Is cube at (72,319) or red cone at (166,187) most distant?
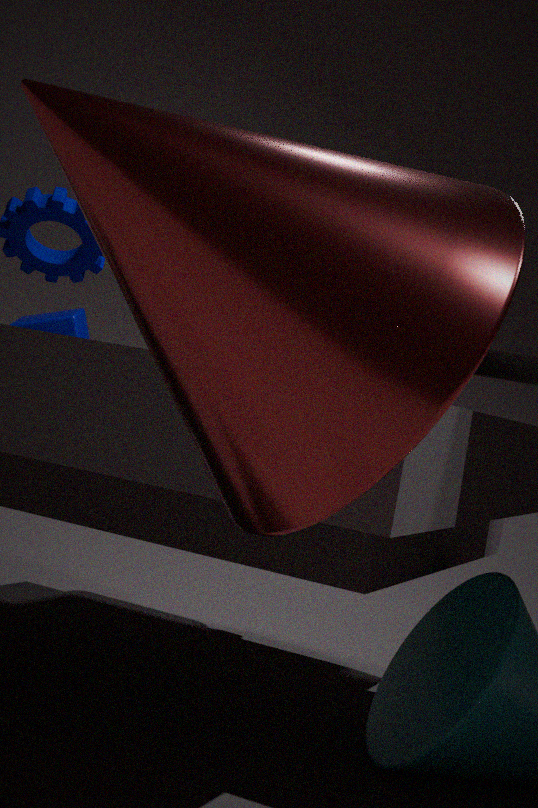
cube at (72,319)
